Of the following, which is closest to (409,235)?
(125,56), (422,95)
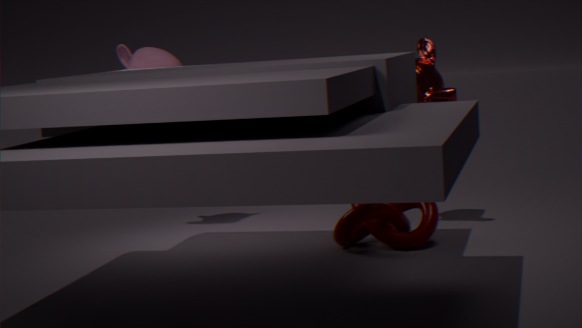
(422,95)
